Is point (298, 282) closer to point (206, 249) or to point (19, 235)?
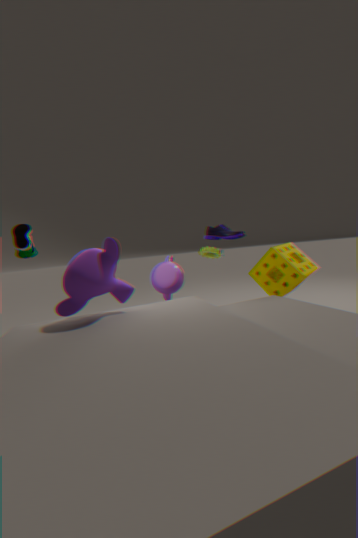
point (206, 249)
